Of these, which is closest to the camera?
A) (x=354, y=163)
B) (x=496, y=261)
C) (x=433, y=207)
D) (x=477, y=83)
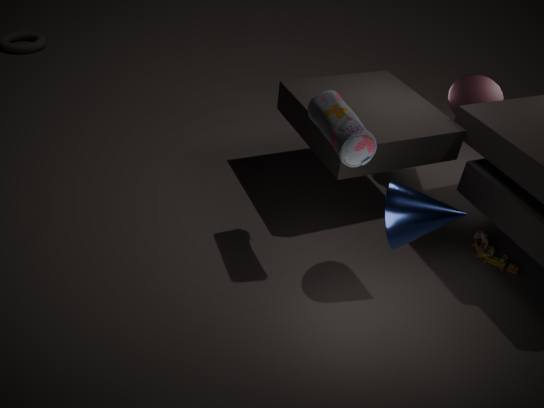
(x=354, y=163)
